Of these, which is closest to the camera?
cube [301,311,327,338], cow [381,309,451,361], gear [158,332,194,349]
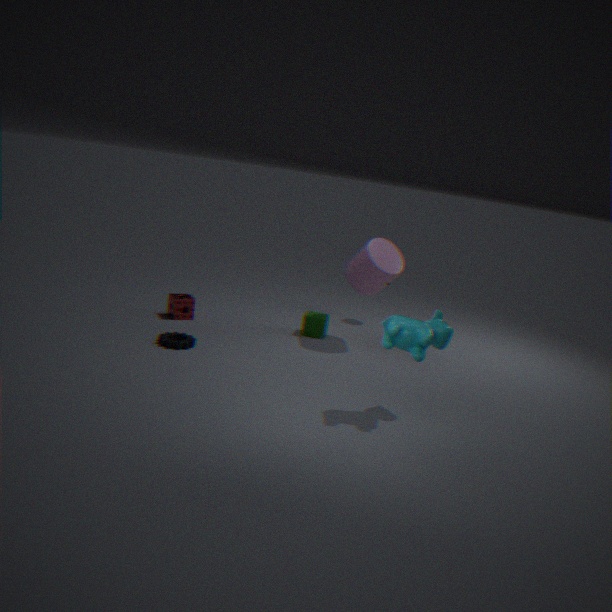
cow [381,309,451,361]
